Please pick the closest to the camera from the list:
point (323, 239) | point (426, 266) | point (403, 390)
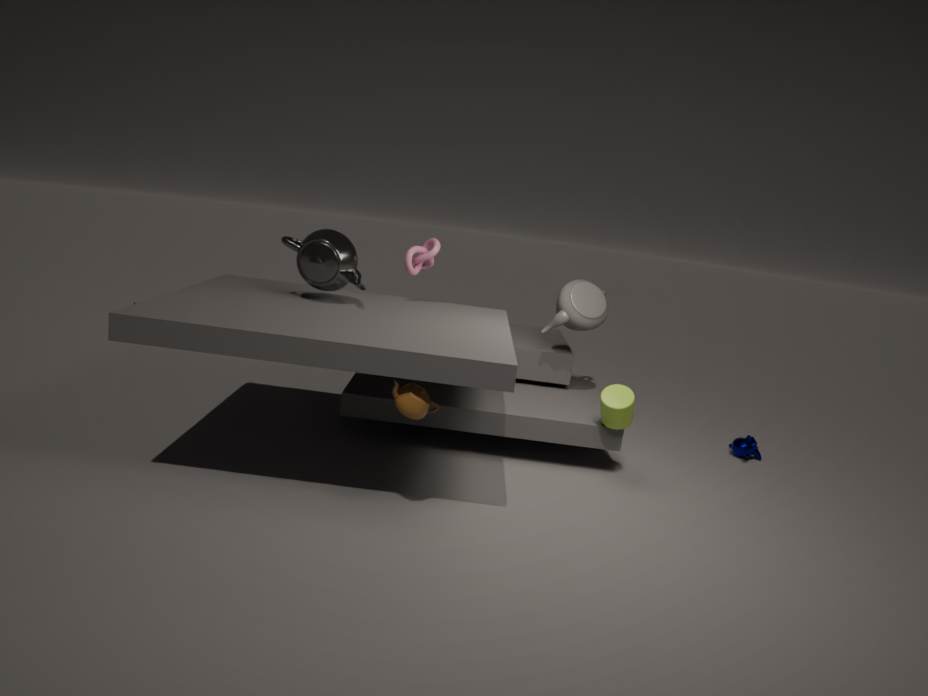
point (403, 390)
